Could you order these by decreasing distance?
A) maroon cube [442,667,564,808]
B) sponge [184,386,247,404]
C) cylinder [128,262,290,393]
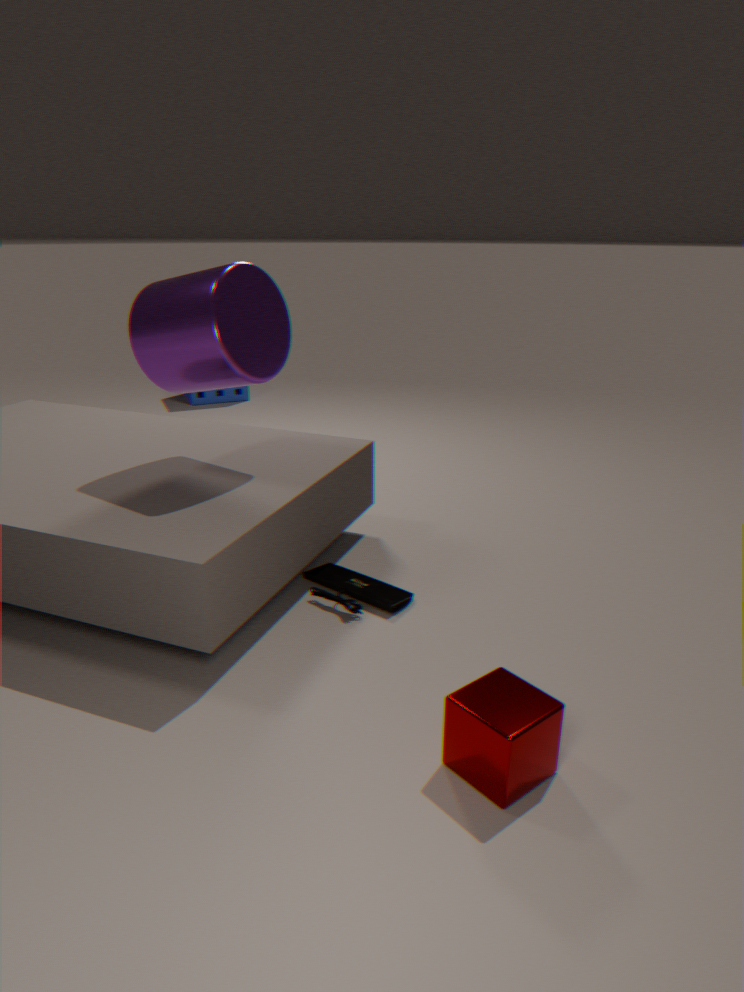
sponge [184,386,247,404] < cylinder [128,262,290,393] < maroon cube [442,667,564,808]
